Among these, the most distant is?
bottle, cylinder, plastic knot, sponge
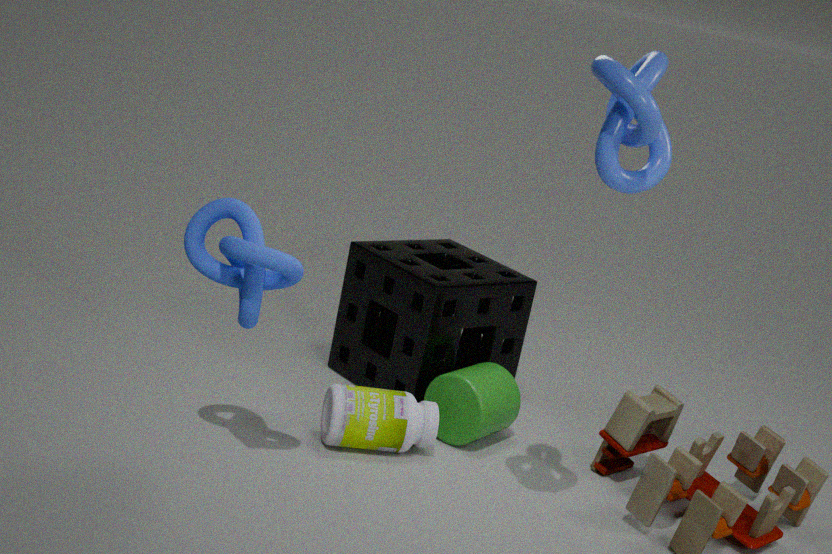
sponge
